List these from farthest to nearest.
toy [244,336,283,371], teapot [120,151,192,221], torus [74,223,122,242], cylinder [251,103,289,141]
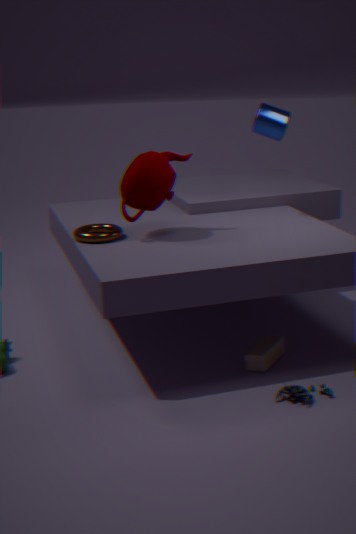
cylinder [251,103,289,141], torus [74,223,122,242], teapot [120,151,192,221], toy [244,336,283,371]
